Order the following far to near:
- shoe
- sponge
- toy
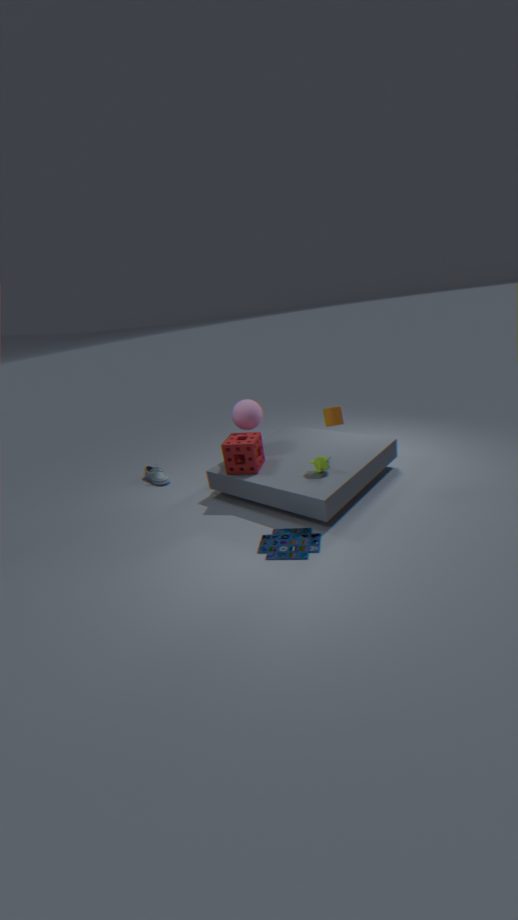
1. shoe
2. sponge
3. toy
